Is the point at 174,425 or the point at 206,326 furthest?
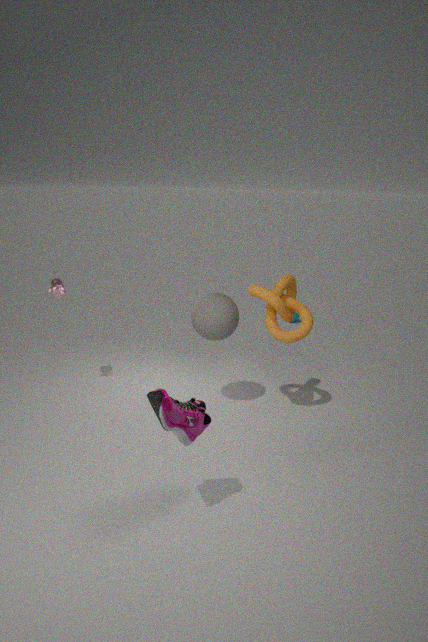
the point at 206,326
